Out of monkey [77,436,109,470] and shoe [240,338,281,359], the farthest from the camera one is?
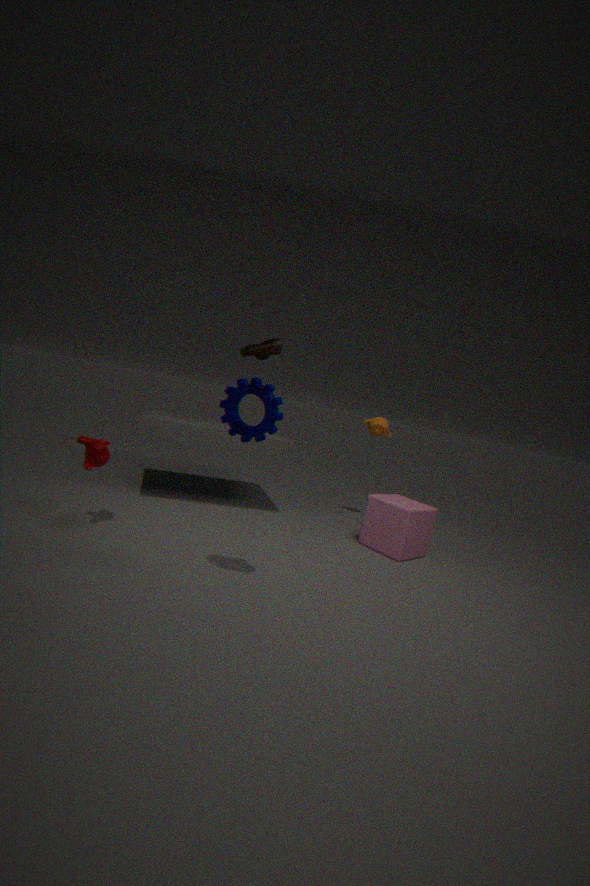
monkey [77,436,109,470]
